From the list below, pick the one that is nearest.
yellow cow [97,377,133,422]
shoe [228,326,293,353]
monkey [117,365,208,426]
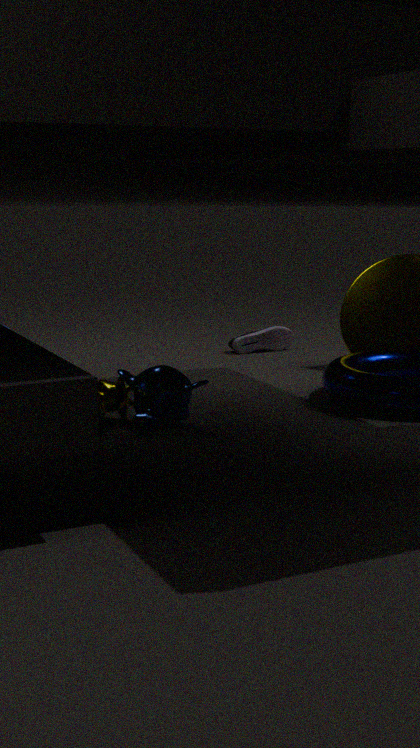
monkey [117,365,208,426]
